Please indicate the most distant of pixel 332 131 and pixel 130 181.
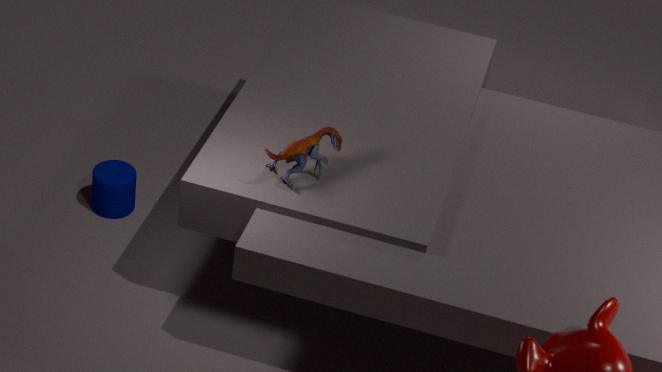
pixel 130 181
